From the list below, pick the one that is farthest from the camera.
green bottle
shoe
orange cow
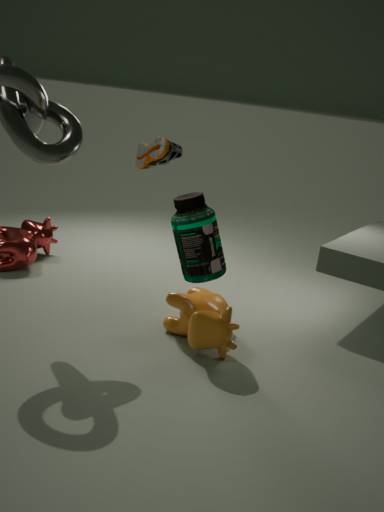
shoe
